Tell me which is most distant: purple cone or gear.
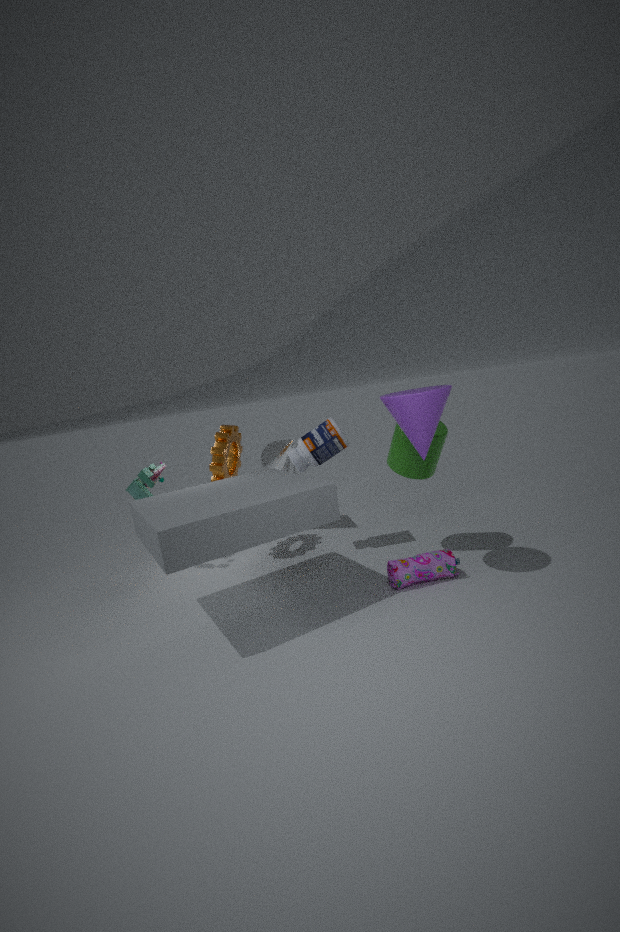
gear
